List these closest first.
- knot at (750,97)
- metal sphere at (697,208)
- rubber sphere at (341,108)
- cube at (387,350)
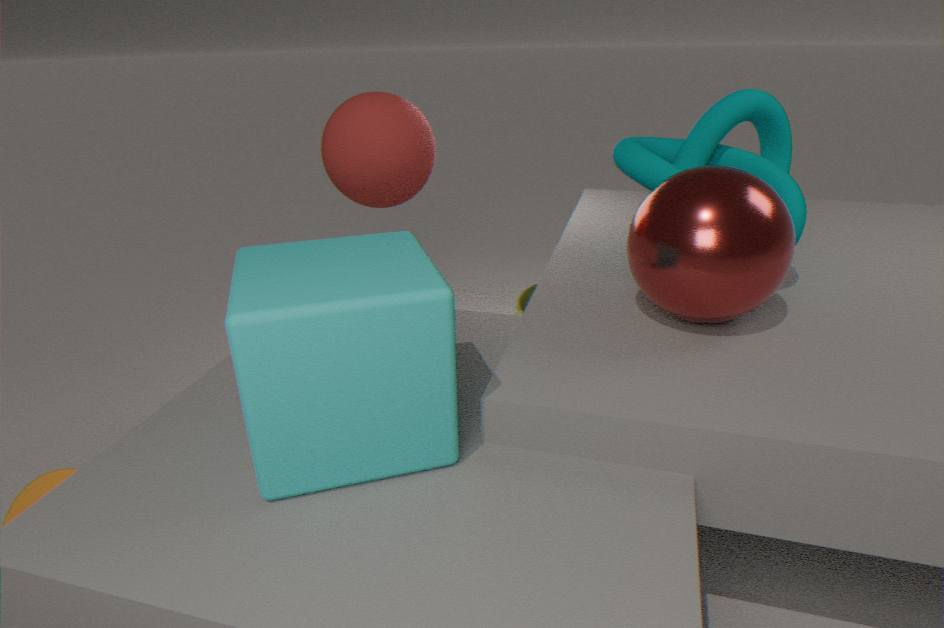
cube at (387,350), metal sphere at (697,208), knot at (750,97), rubber sphere at (341,108)
